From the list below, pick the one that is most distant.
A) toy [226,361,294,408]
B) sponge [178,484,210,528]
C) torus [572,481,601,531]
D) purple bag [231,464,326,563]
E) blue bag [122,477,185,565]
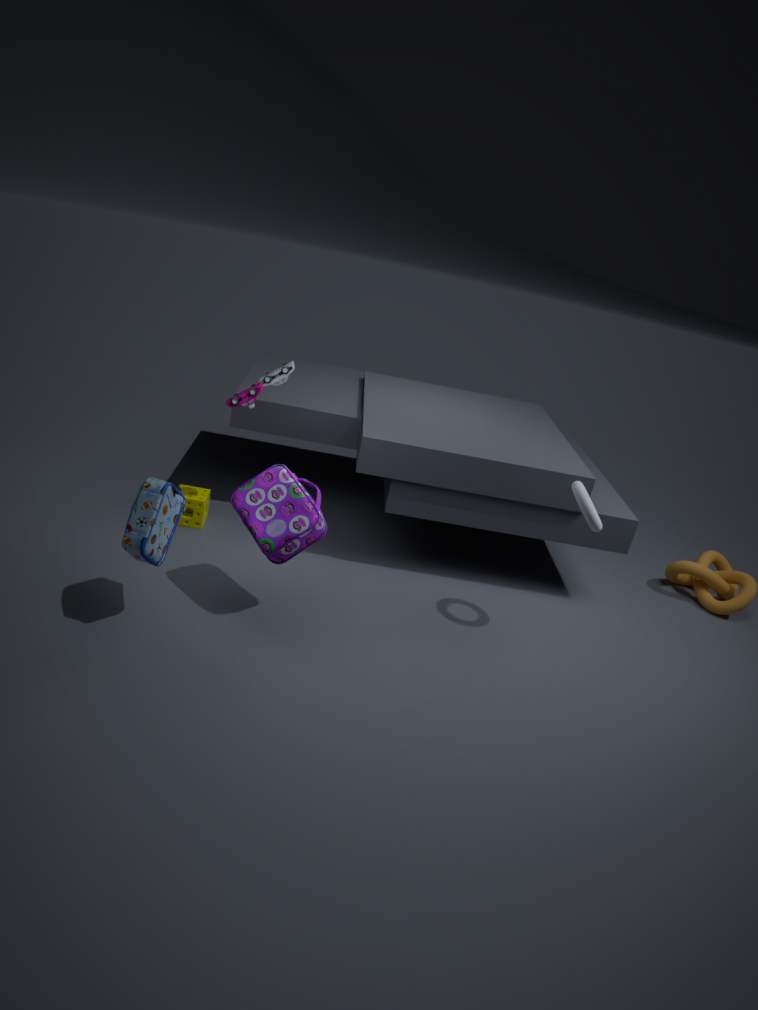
sponge [178,484,210,528]
